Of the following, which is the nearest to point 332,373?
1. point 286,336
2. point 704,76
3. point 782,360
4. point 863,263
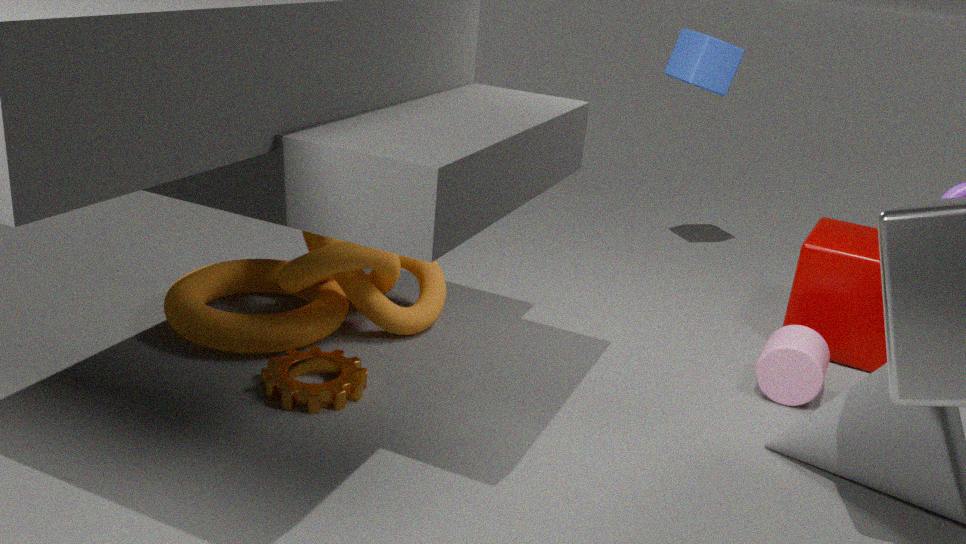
point 286,336
